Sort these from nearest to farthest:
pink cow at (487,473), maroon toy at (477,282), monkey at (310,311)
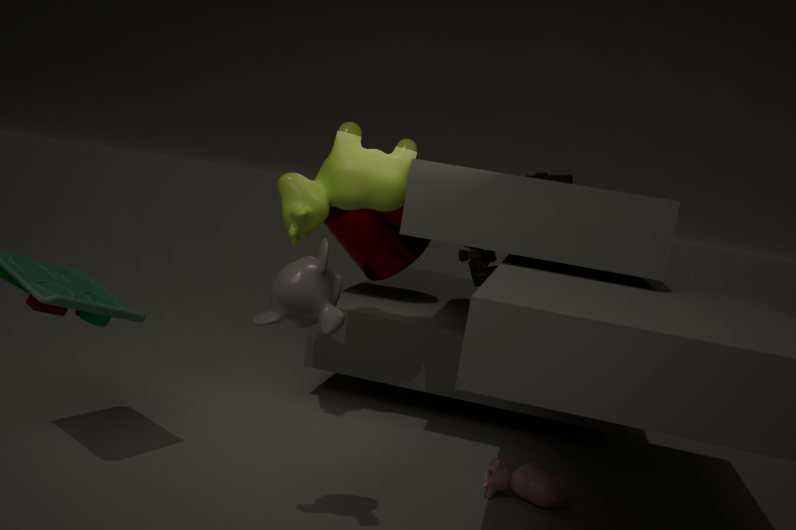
monkey at (310,311), pink cow at (487,473), maroon toy at (477,282)
